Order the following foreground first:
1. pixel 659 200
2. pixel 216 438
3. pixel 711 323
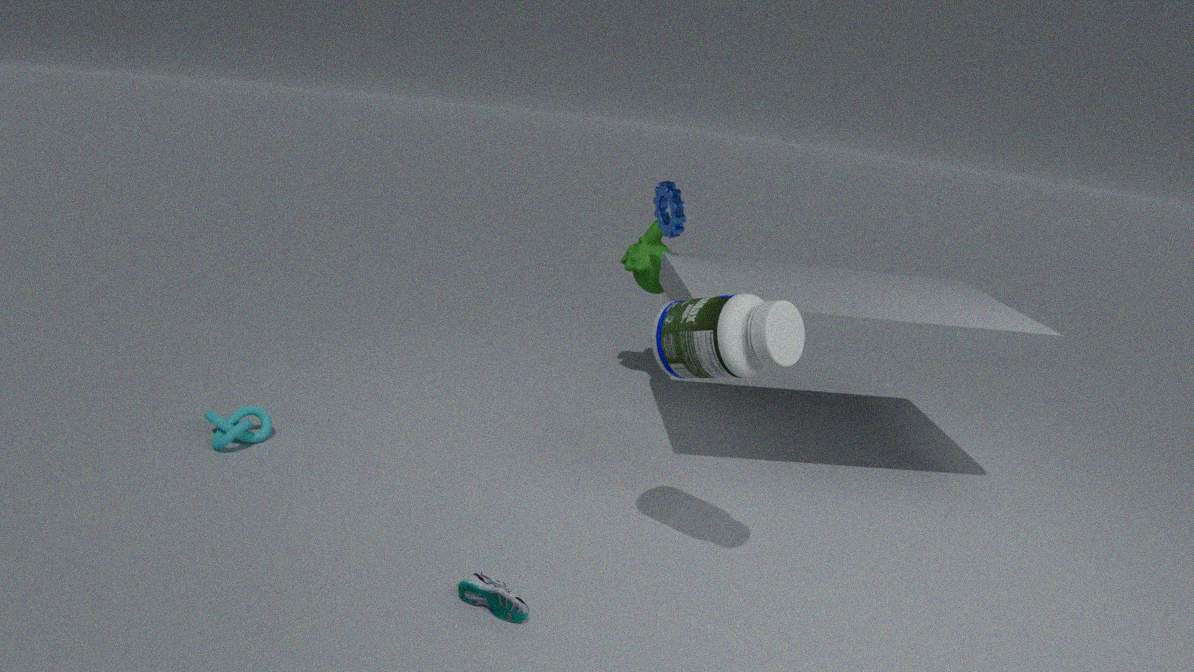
pixel 711 323 → pixel 216 438 → pixel 659 200
